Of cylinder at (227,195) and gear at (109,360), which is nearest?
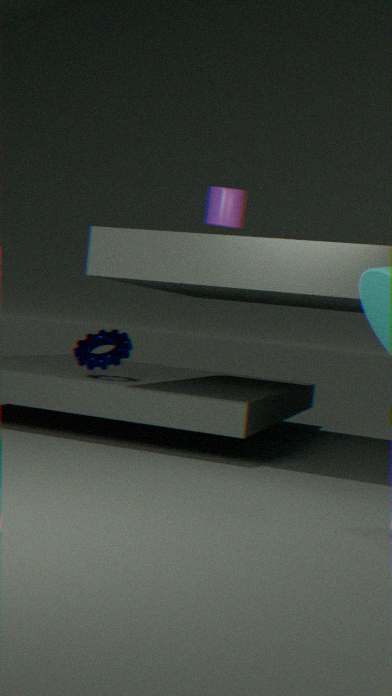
gear at (109,360)
